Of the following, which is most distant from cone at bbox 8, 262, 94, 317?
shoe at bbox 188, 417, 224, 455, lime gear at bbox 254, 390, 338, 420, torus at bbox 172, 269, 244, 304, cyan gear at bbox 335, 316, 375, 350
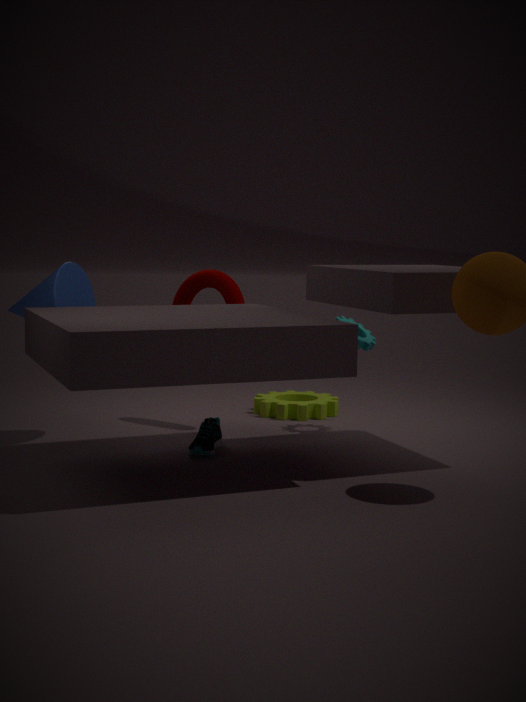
cyan gear at bbox 335, 316, 375, 350
